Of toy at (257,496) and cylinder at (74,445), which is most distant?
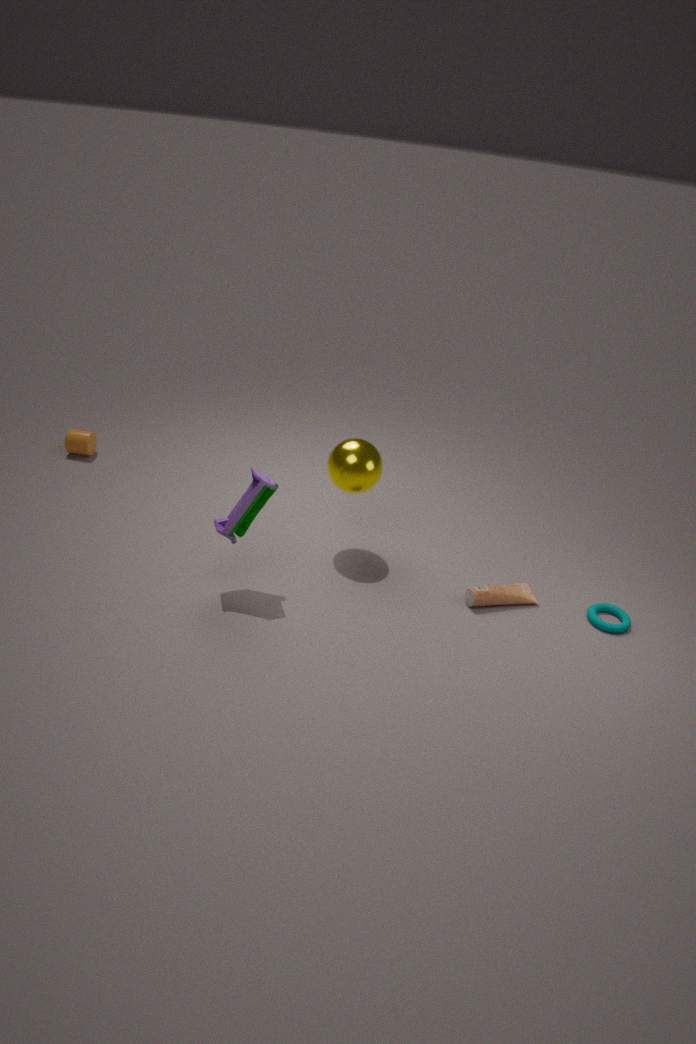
cylinder at (74,445)
